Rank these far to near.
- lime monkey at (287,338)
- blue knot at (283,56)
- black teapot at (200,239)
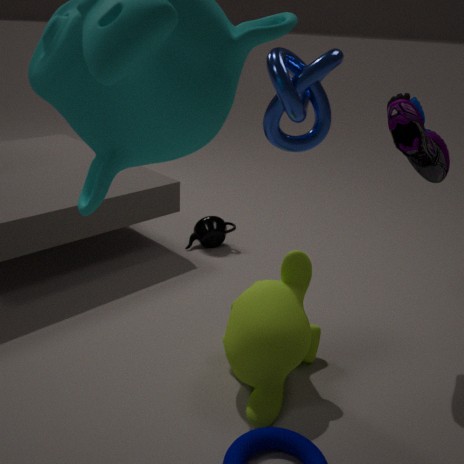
1. black teapot at (200,239)
2. lime monkey at (287,338)
3. blue knot at (283,56)
